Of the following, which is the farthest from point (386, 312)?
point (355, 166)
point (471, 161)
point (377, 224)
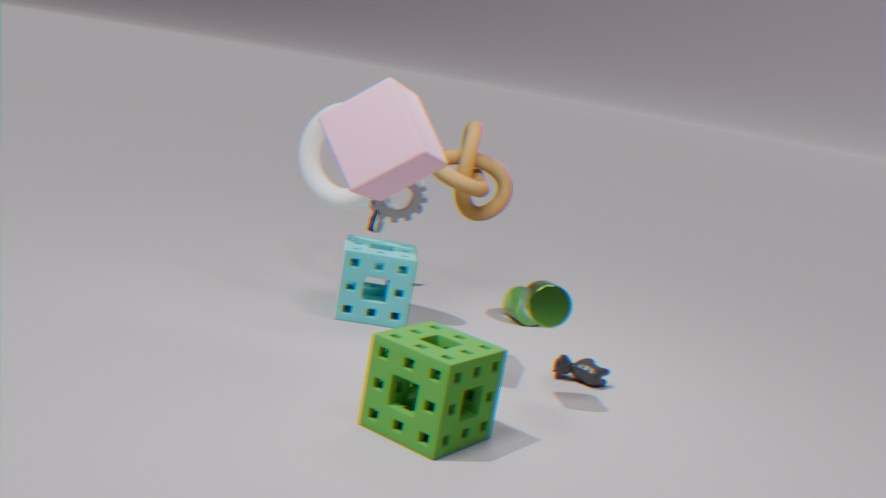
point (355, 166)
